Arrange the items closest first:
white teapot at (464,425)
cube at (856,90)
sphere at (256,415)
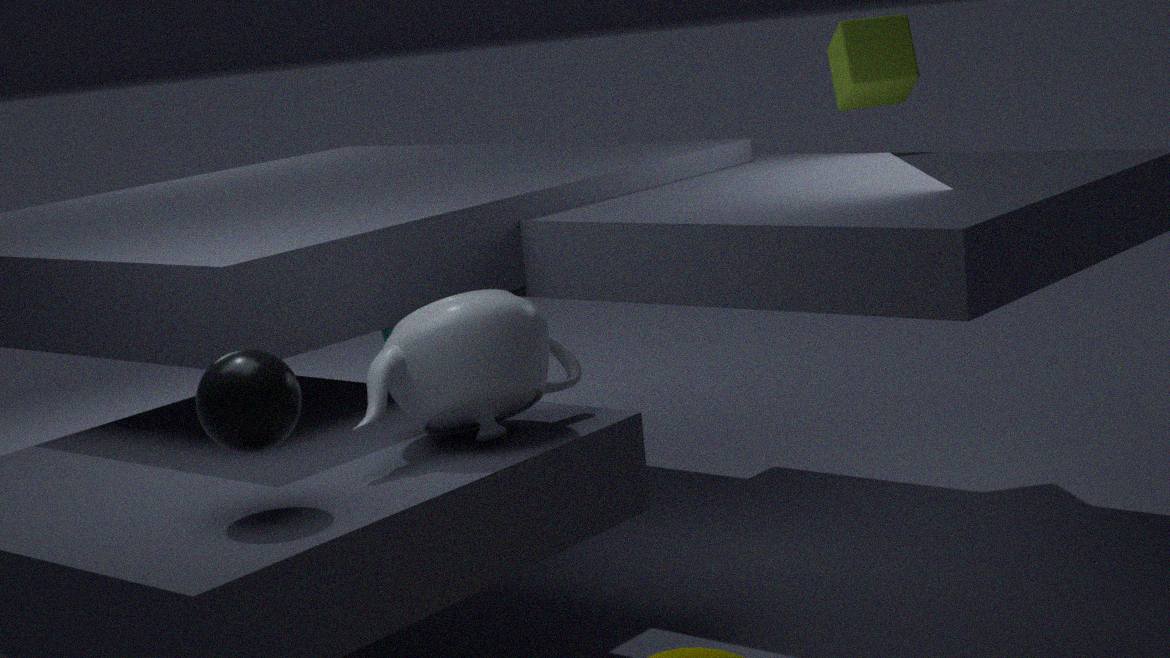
sphere at (256,415)
white teapot at (464,425)
cube at (856,90)
